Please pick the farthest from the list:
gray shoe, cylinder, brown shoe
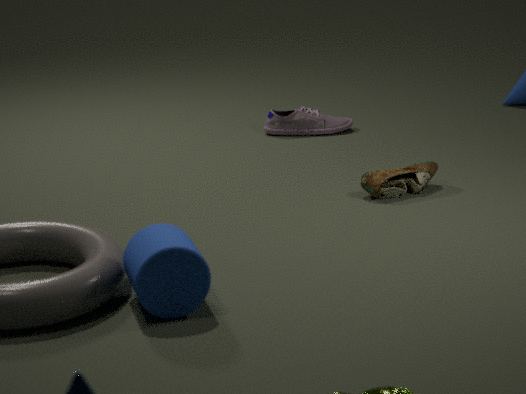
gray shoe
